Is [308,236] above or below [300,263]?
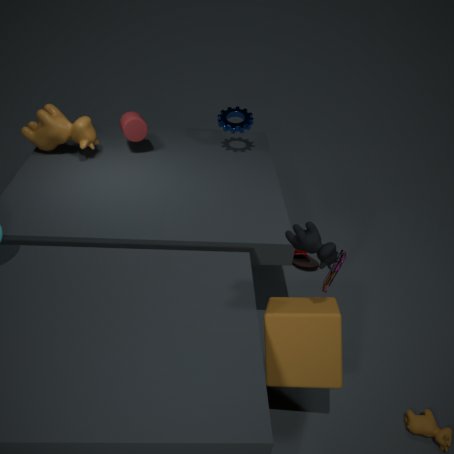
above
